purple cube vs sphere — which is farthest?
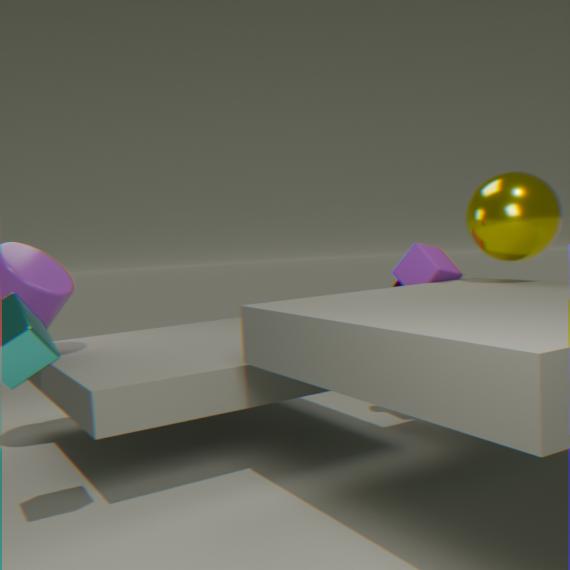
purple cube
